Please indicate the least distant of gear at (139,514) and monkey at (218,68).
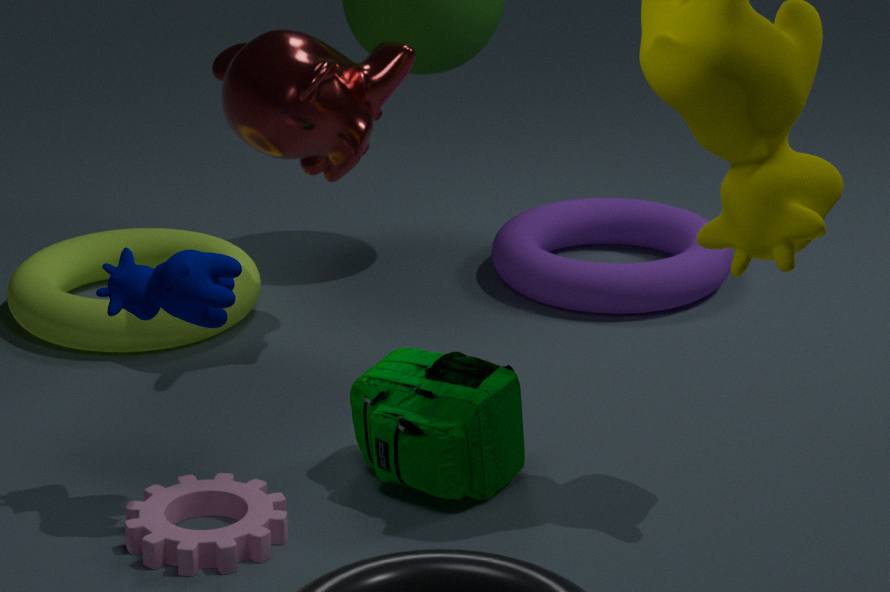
gear at (139,514)
